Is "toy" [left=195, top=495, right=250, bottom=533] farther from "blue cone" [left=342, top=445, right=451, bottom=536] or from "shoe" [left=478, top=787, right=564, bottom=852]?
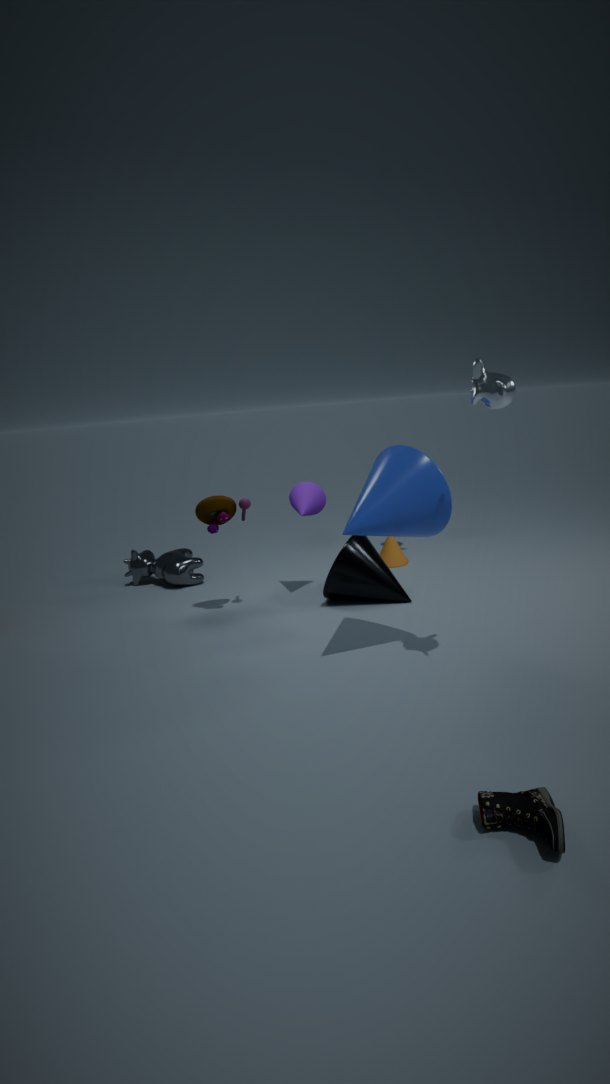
"shoe" [left=478, top=787, right=564, bottom=852]
